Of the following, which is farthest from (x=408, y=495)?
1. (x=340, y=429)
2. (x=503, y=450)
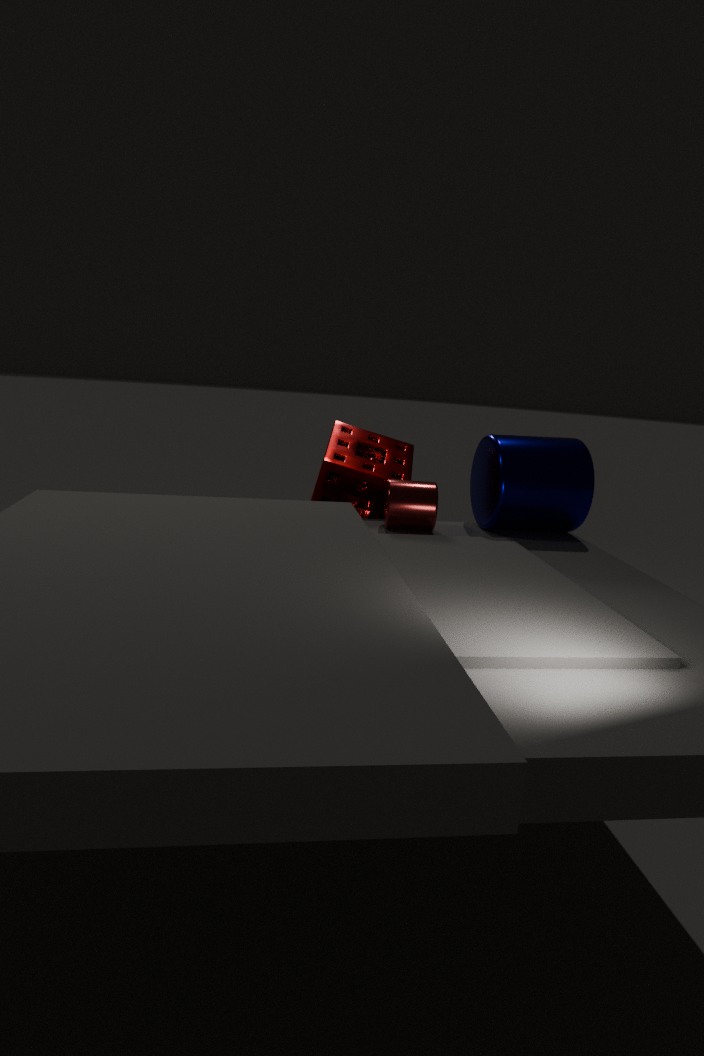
(x=503, y=450)
